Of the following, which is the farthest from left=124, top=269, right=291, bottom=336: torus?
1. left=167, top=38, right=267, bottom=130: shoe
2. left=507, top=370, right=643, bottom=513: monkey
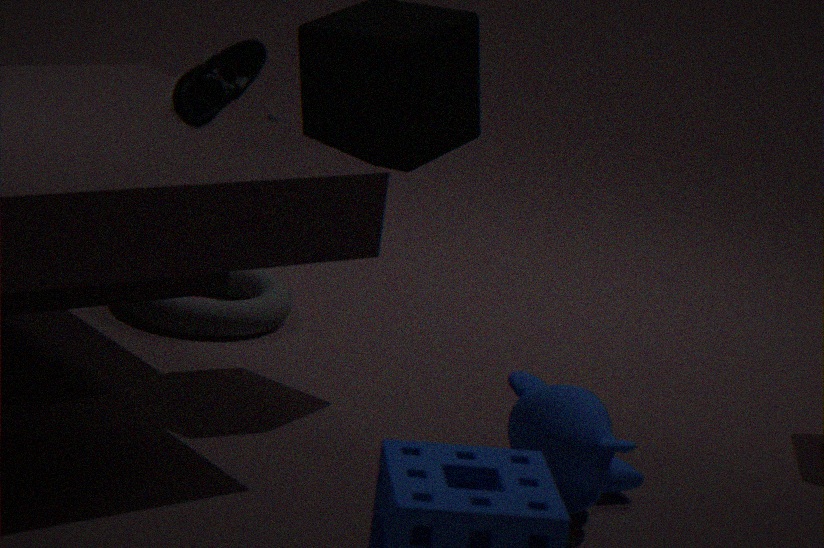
left=167, top=38, right=267, bottom=130: shoe
